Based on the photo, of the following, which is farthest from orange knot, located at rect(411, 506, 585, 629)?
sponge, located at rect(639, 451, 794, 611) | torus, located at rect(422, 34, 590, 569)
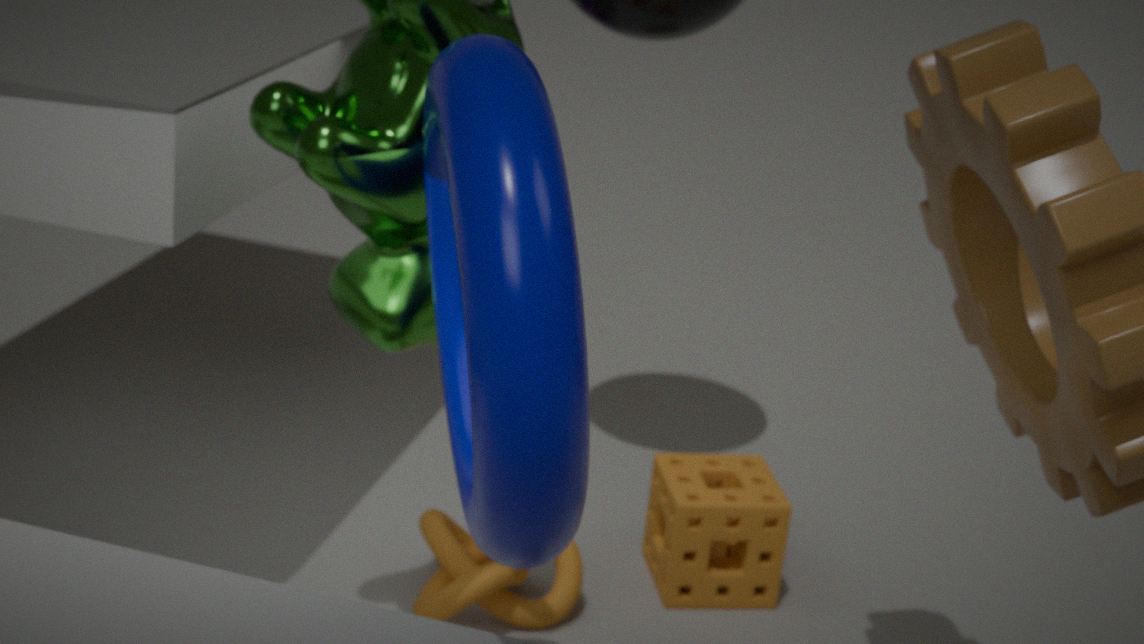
torus, located at rect(422, 34, 590, 569)
